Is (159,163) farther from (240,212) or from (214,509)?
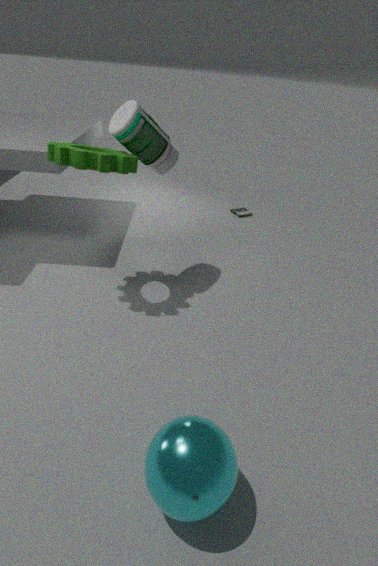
(214,509)
